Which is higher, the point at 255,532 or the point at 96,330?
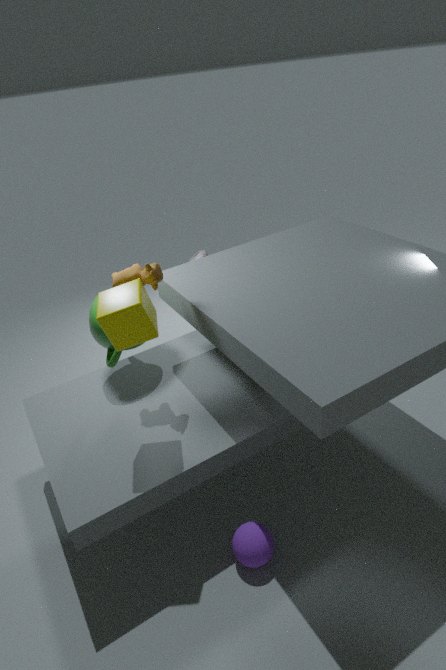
the point at 96,330
